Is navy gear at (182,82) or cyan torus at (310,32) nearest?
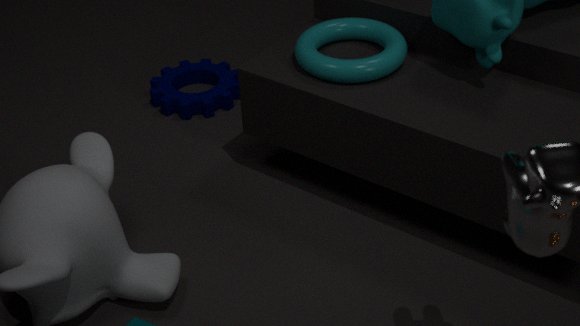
cyan torus at (310,32)
